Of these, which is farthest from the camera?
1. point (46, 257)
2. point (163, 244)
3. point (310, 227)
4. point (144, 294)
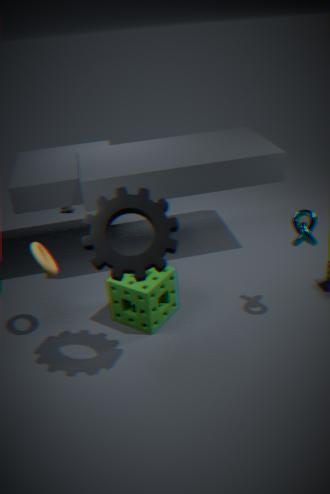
point (46, 257)
